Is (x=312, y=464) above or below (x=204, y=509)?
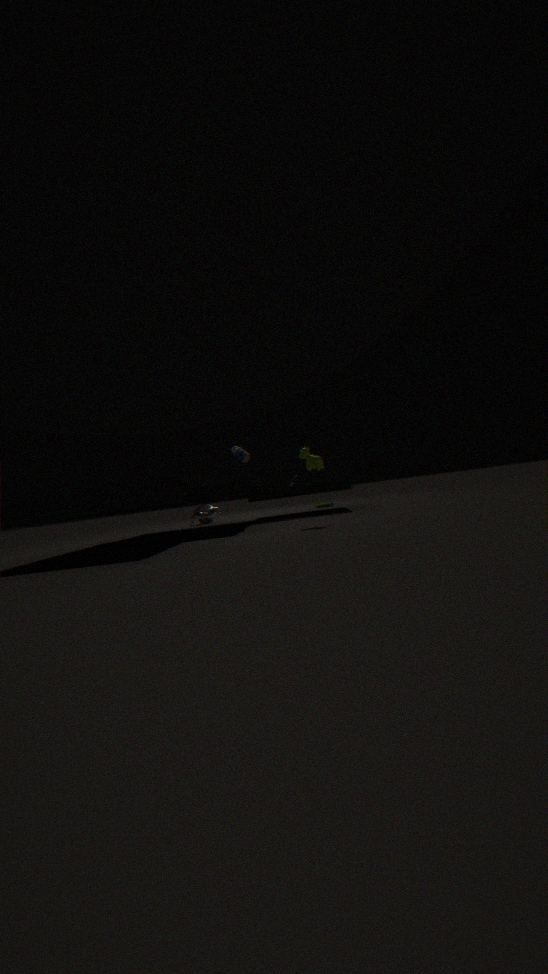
above
